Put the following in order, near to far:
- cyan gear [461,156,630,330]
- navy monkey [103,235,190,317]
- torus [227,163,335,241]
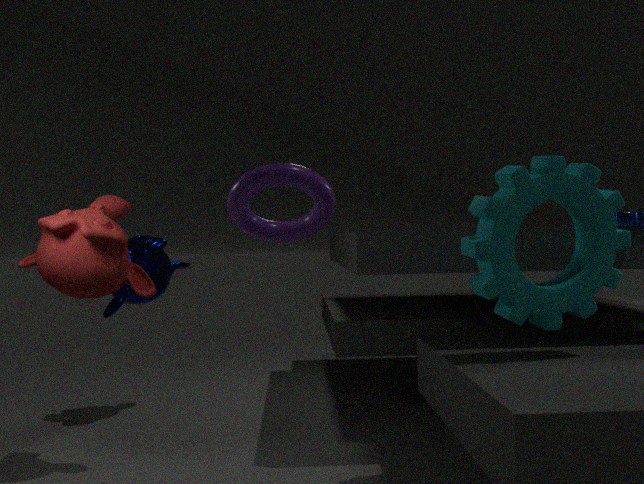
torus [227,163,335,241] → cyan gear [461,156,630,330] → navy monkey [103,235,190,317]
